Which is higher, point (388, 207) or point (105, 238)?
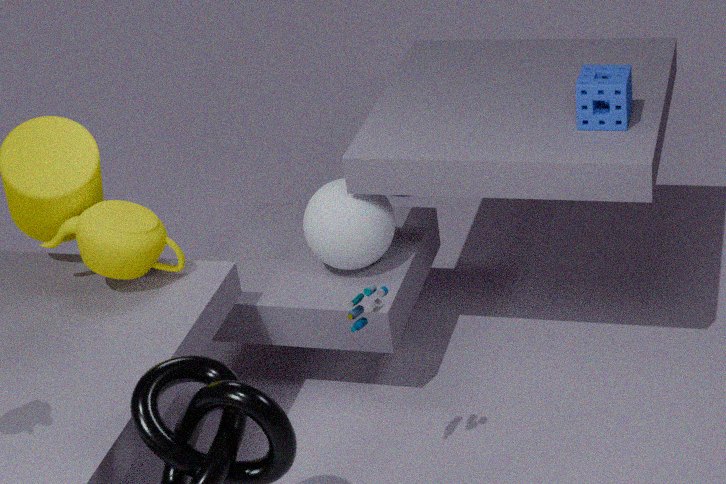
point (105, 238)
